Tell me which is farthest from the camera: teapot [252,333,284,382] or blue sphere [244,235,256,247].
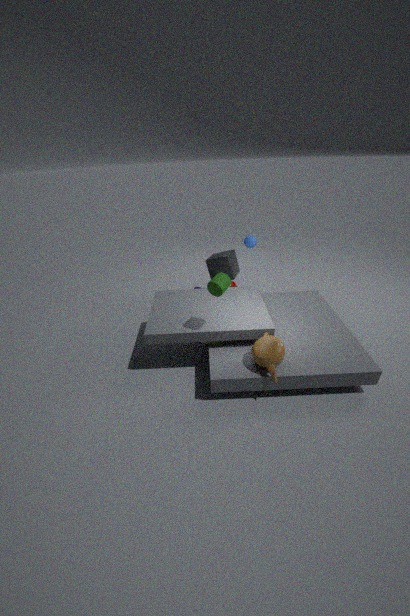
blue sphere [244,235,256,247]
